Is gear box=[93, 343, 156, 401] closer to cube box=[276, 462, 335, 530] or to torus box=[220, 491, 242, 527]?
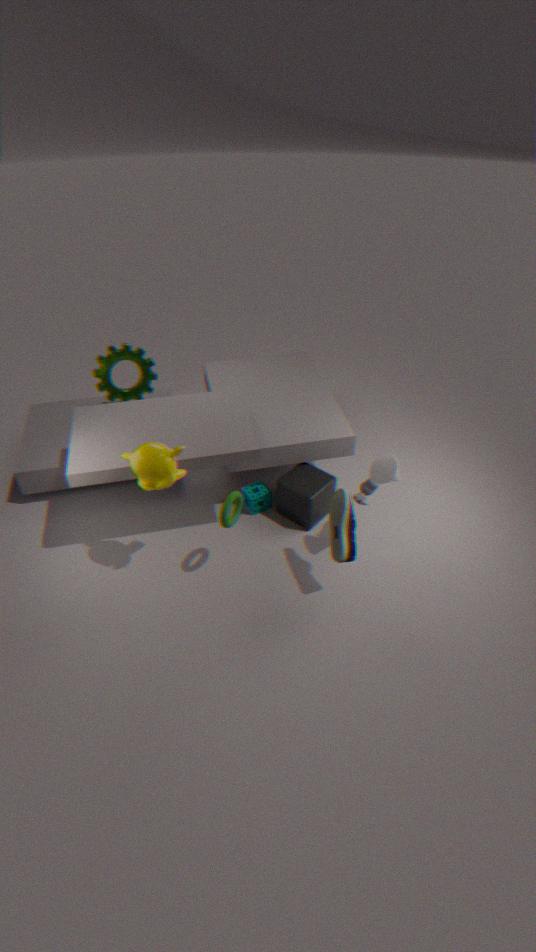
cube box=[276, 462, 335, 530]
